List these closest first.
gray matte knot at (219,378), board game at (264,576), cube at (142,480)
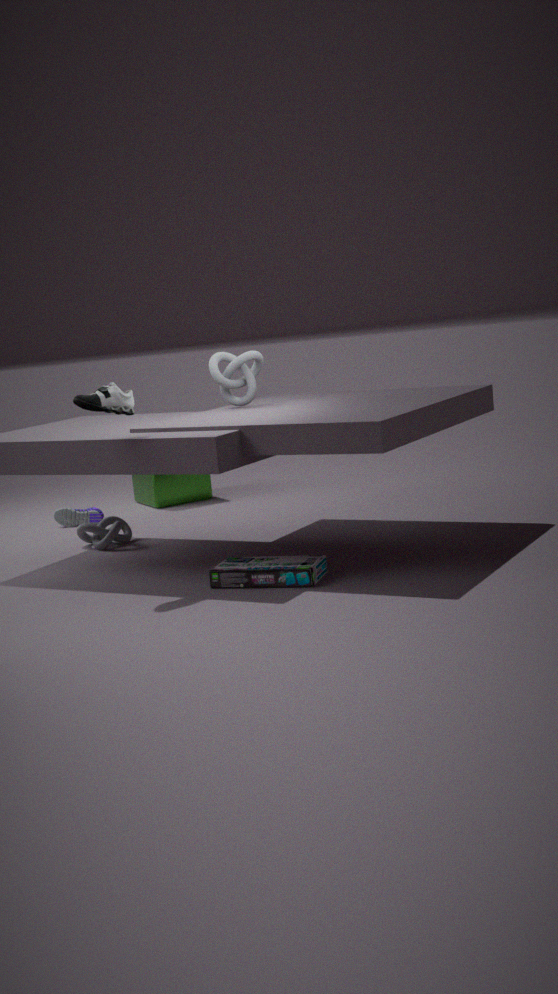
board game at (264,576), gray matte knot at (219,378), cube at (142,480)
